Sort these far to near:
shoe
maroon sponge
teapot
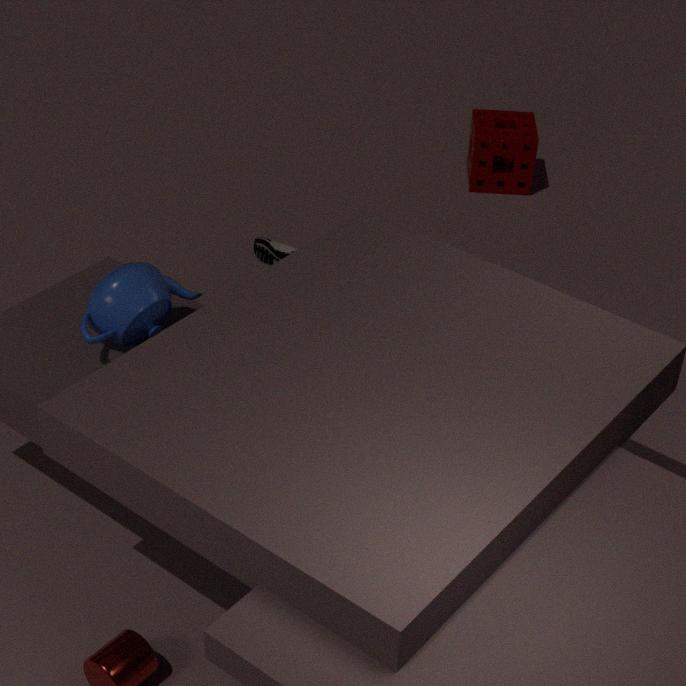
maroon sponge → shoe → teapot
